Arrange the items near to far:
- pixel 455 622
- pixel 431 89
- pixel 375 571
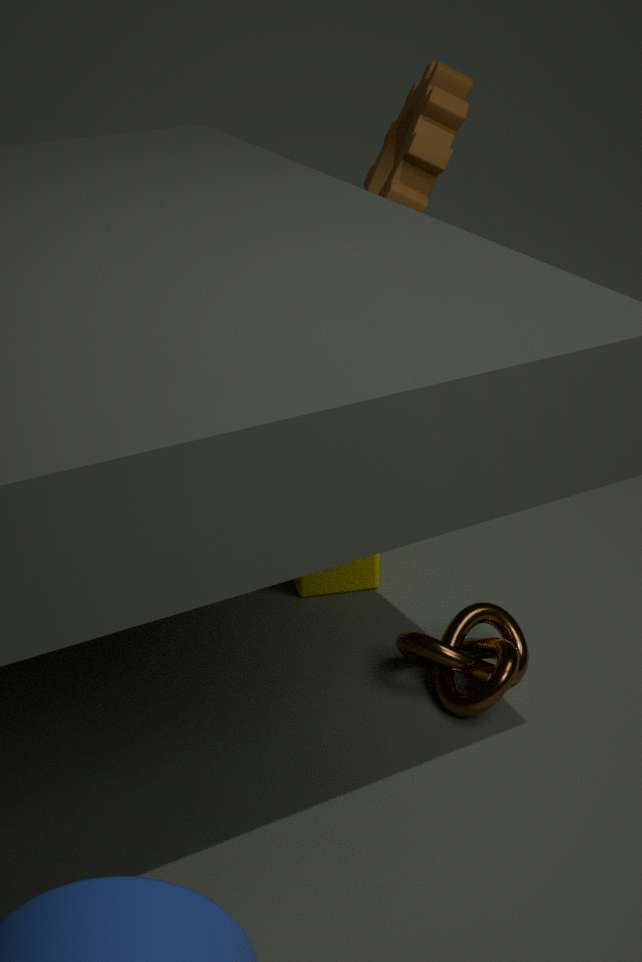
pixel 455 622, pixel 375 571, pixel 431 89
